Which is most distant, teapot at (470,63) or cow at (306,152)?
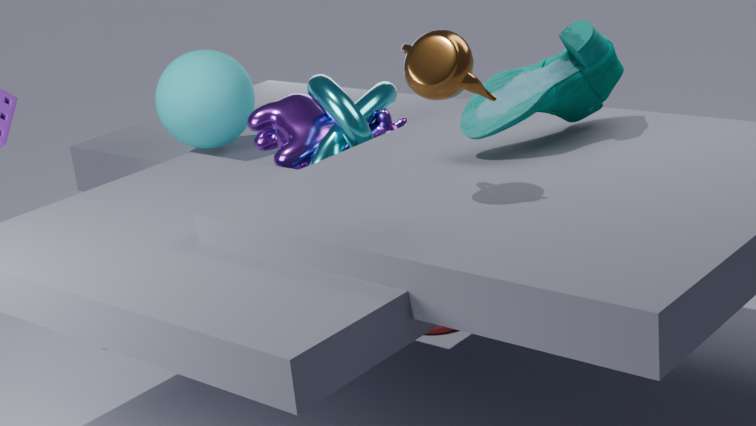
cow at (306,152)
